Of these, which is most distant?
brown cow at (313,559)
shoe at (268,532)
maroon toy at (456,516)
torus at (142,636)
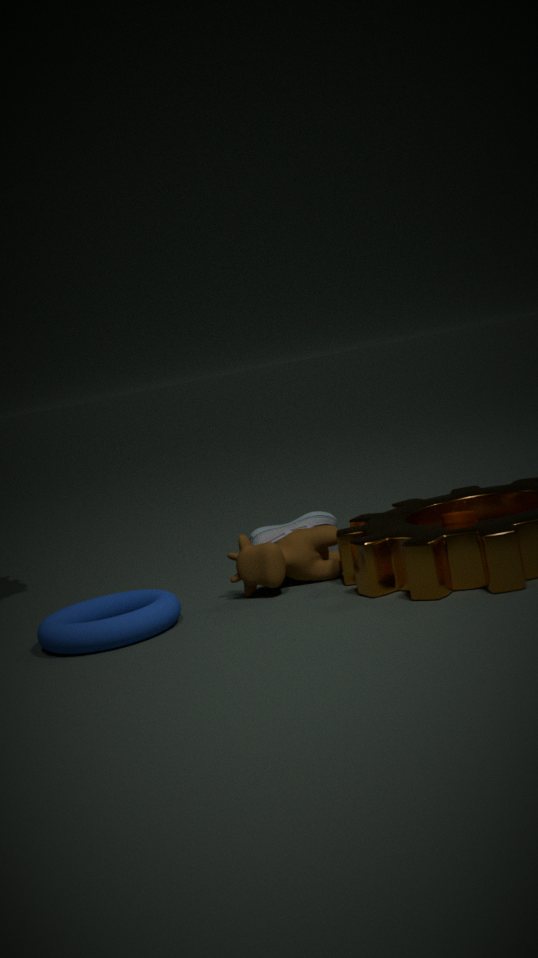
shoe at (268,532)
